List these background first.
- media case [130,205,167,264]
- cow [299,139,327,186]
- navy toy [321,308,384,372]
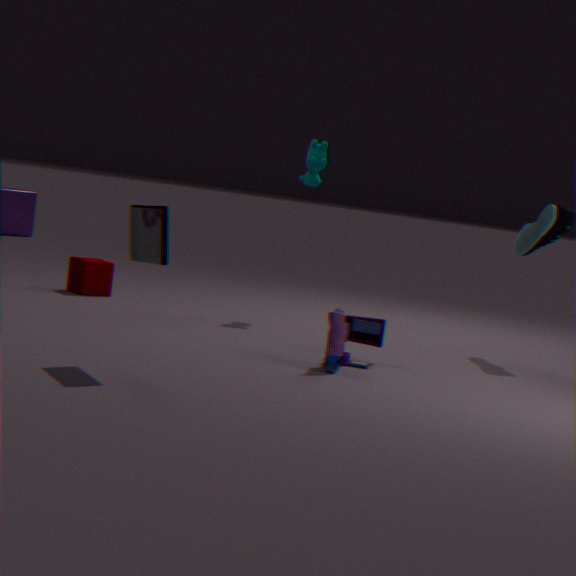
cow [299,139,327,186] < navy toy [321,308,384,372] < media case [130,205,167,264]
